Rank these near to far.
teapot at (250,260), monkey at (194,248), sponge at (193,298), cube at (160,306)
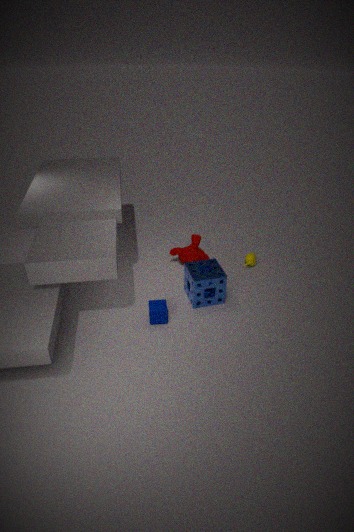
cube at (160,306) < sponge at (193,298) < monkey at (194,248) < teapot at (250,260)
